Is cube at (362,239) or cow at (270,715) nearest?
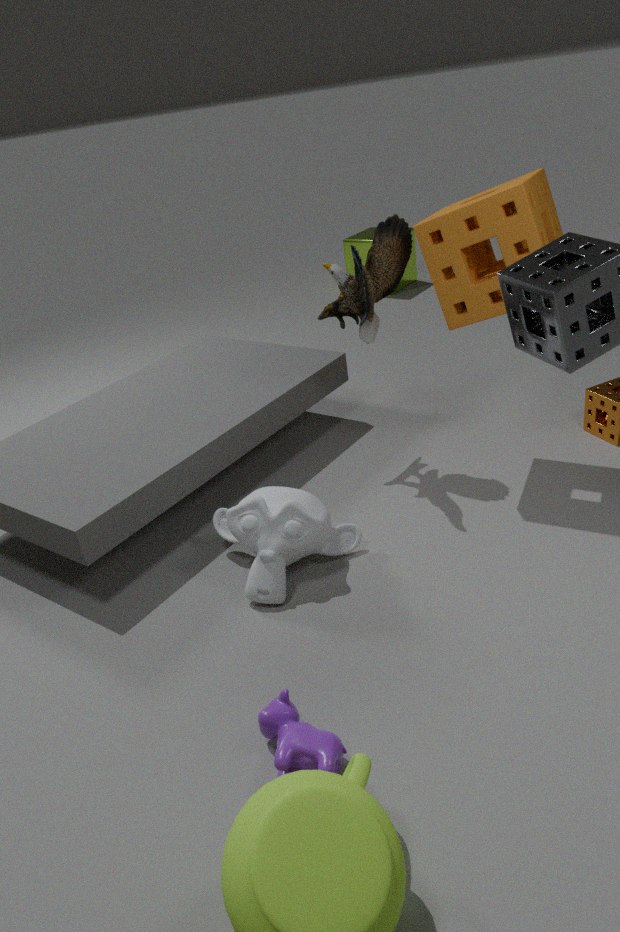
cow at (270,715)
